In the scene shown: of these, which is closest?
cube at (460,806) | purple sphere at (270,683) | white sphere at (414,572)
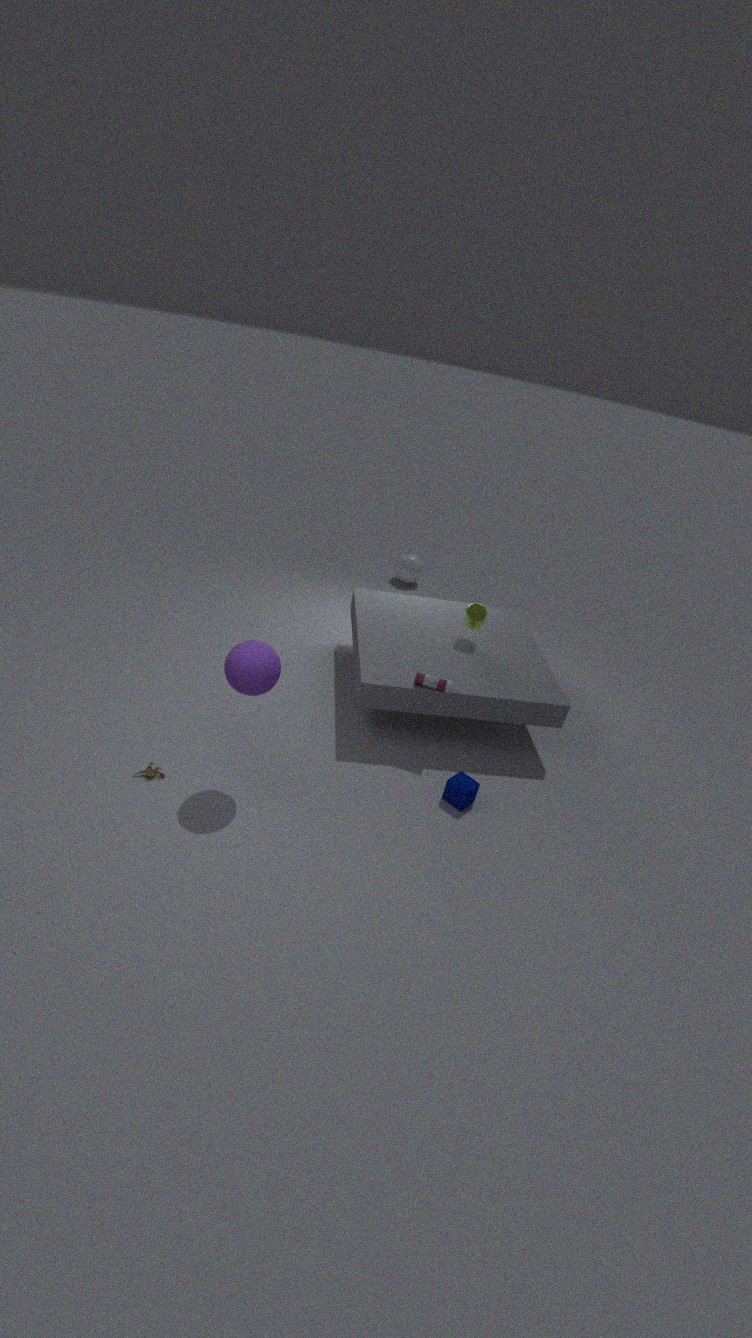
purple sphere at (270,683)
